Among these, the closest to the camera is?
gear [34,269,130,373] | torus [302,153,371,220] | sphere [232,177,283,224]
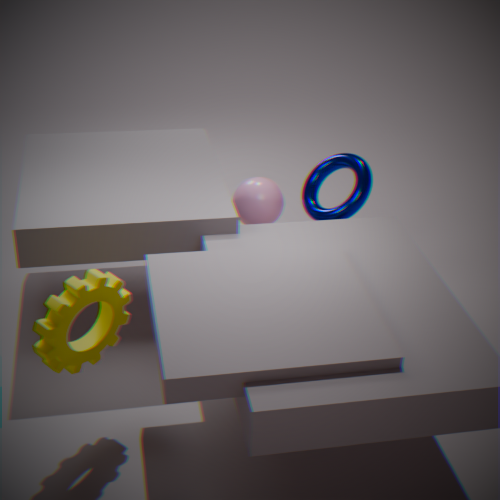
gear [34,269,130,373]
